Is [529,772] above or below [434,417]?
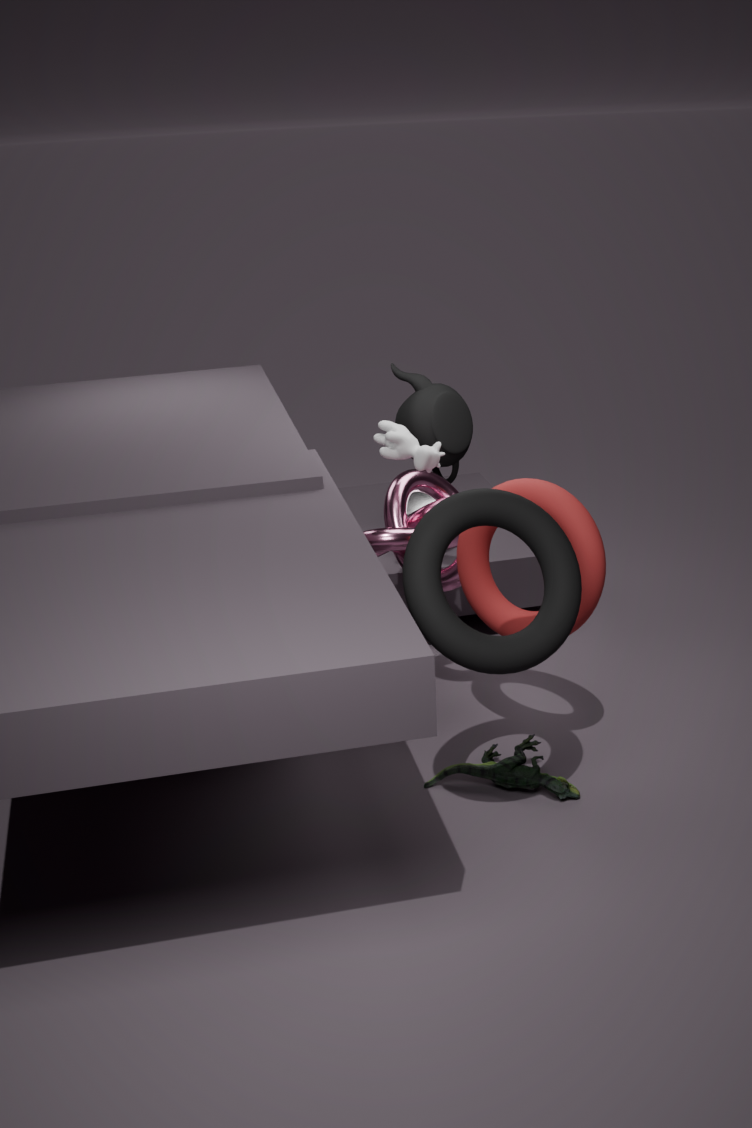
below
